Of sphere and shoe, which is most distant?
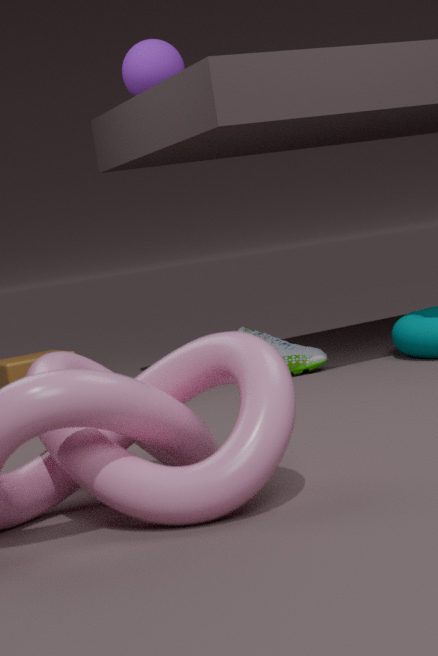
sphere
